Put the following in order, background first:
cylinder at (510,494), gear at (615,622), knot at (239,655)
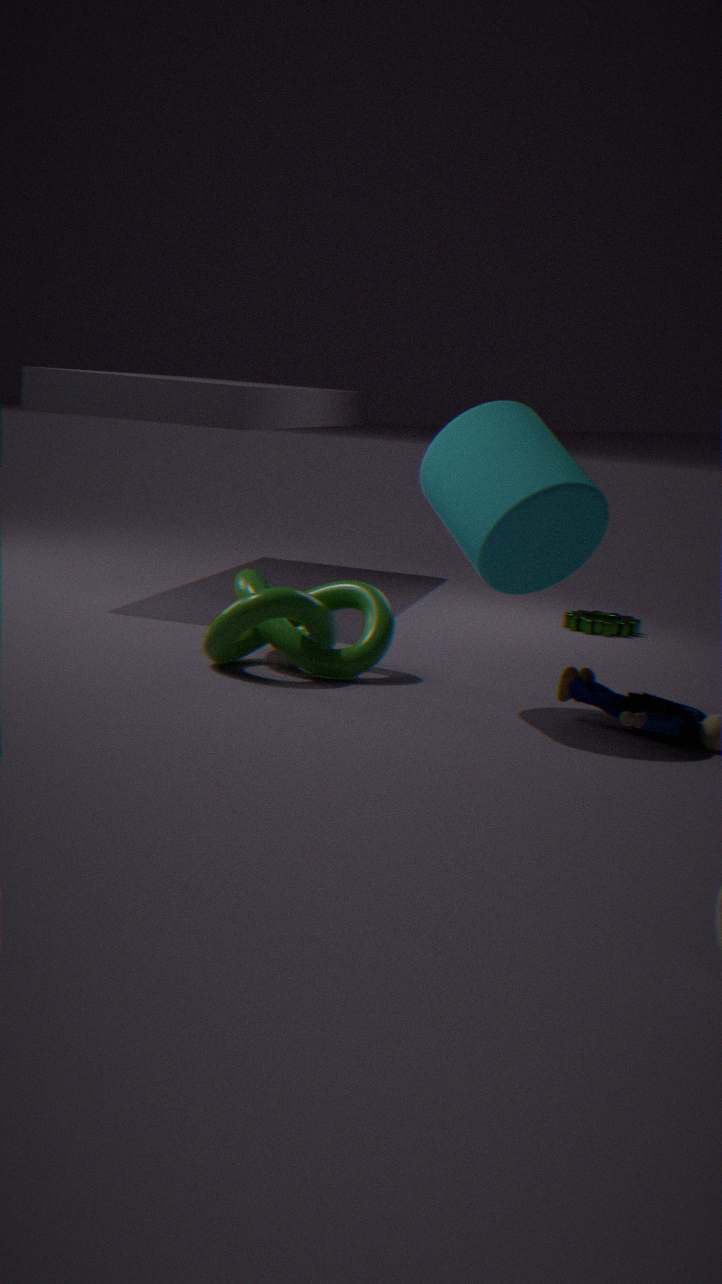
gear at (615,622), knot at (239,655), cylinder at (510,494)
